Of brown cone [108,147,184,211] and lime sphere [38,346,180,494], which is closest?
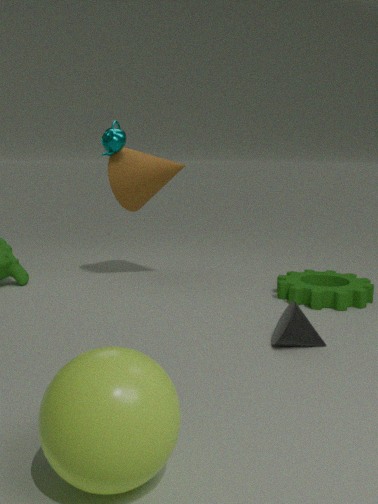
lime sphere [38,346,180,494]
